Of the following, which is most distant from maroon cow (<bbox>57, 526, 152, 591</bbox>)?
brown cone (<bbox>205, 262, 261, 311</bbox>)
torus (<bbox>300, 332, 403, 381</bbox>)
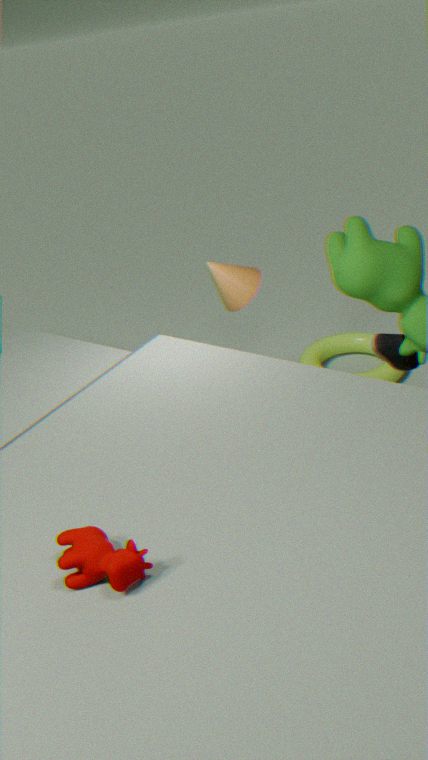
torus (<bbox>300, 332, 403, 381</bbox>)
